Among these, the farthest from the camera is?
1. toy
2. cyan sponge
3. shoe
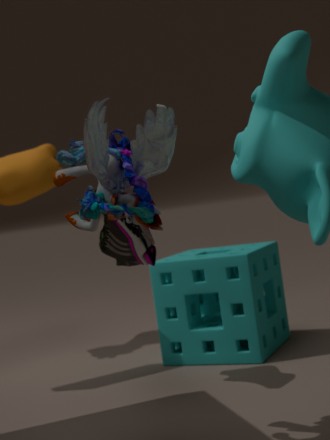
cyan sponge
